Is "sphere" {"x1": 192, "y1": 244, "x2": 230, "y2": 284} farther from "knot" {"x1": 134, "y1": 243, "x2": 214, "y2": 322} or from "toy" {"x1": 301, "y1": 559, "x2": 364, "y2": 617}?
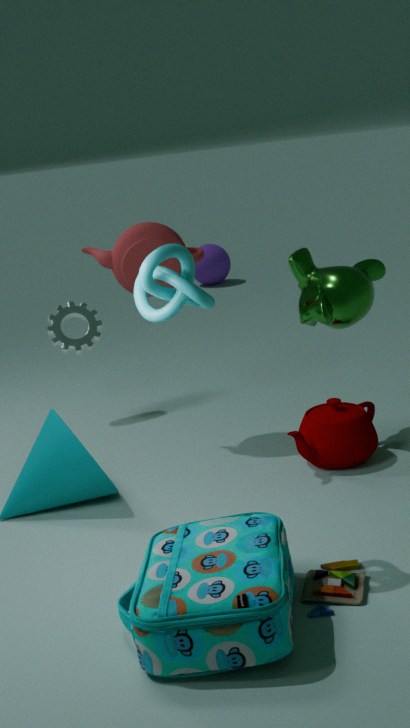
"toy" {"x1": 301, "y1": 559, "x2": 364, "y2": 617}
